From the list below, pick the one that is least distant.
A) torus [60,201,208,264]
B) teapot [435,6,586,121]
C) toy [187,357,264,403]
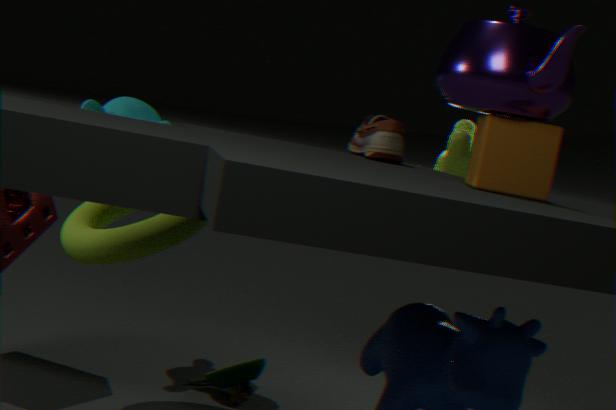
teapot [435,6,586,121]
